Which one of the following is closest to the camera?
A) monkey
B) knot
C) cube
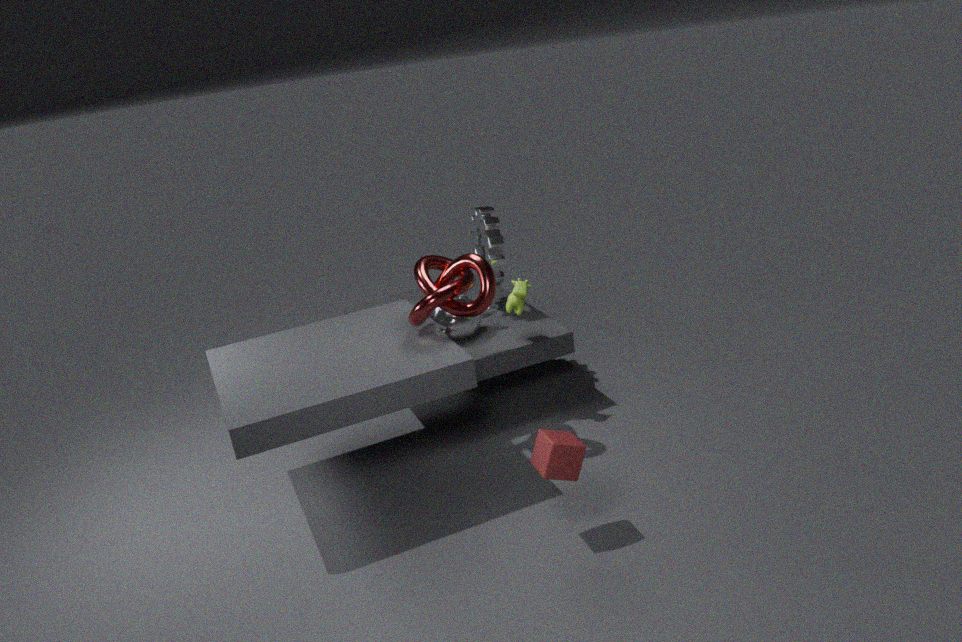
cube
